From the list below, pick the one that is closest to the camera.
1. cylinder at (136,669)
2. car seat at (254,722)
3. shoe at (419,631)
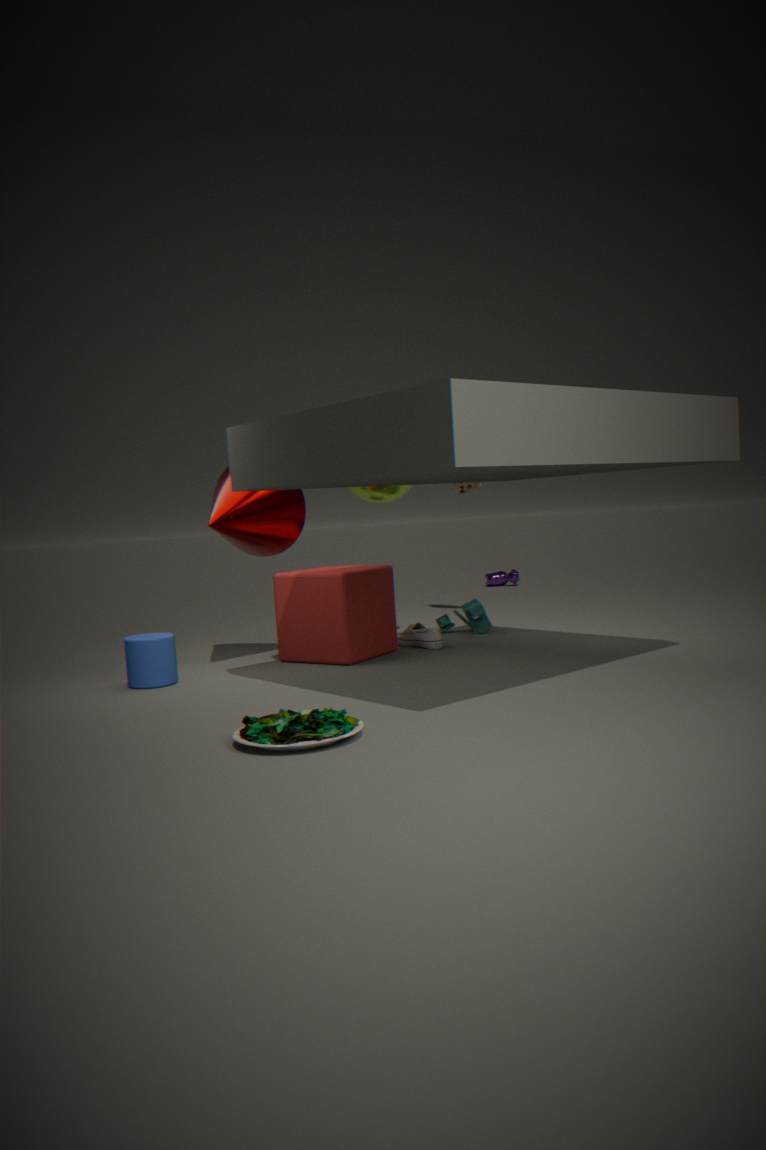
car seat at (254,722)
